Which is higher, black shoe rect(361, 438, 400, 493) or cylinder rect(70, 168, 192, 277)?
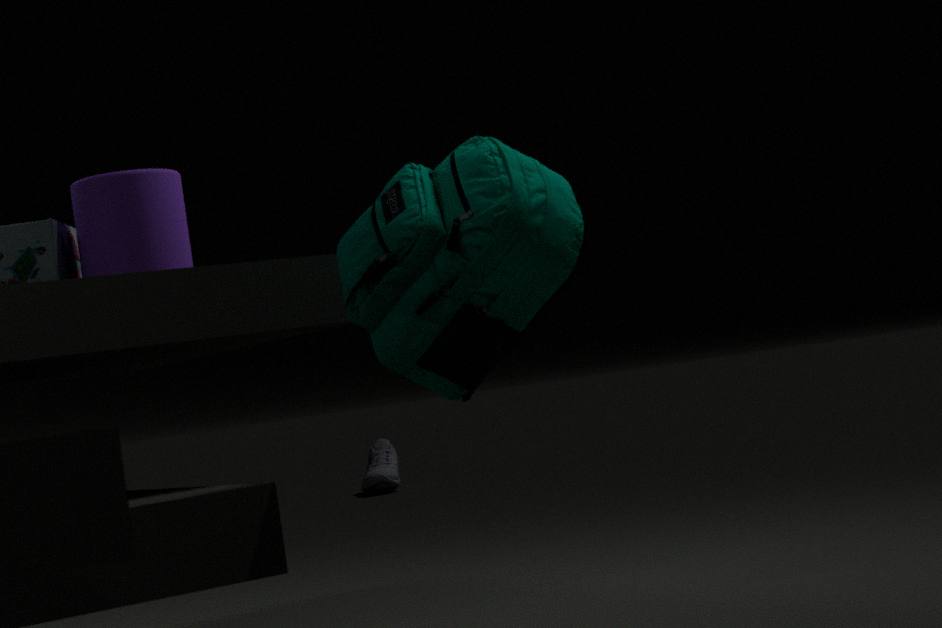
cylinder rect(70, 168, 192, 277)
